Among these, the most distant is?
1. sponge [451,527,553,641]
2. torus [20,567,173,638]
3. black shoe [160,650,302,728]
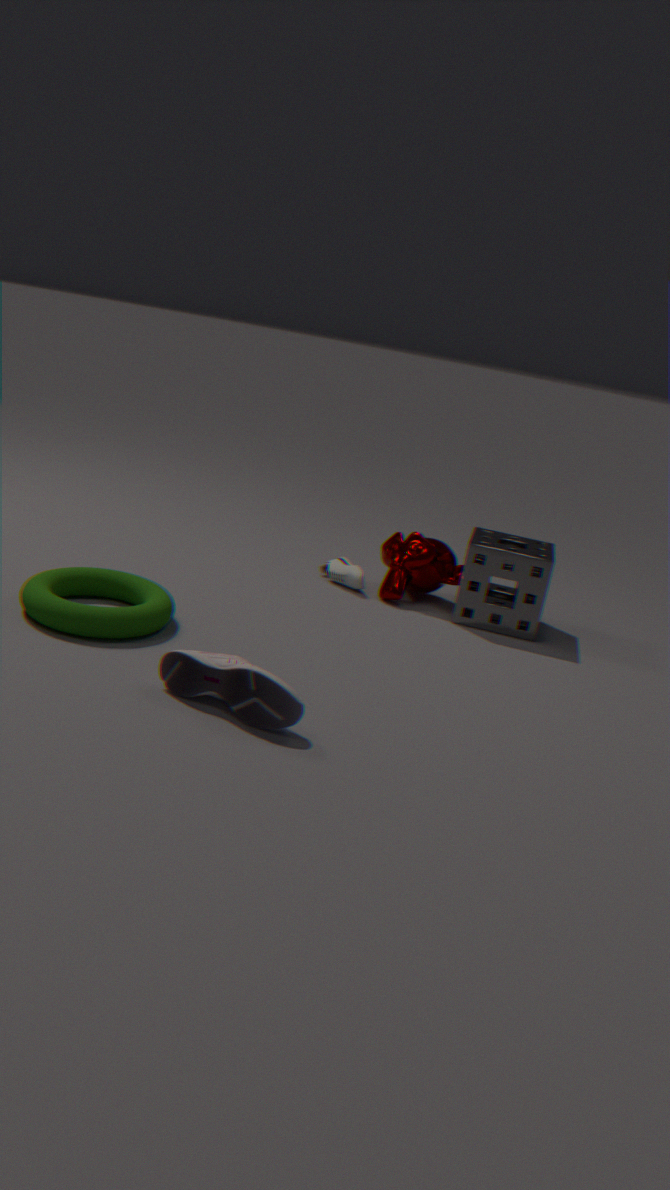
sponge [451,527,553,641]
